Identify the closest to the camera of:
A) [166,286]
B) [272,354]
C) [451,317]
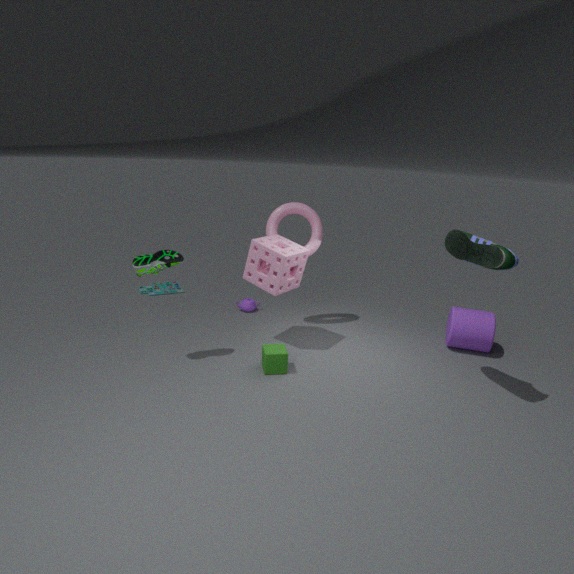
[272,354]
